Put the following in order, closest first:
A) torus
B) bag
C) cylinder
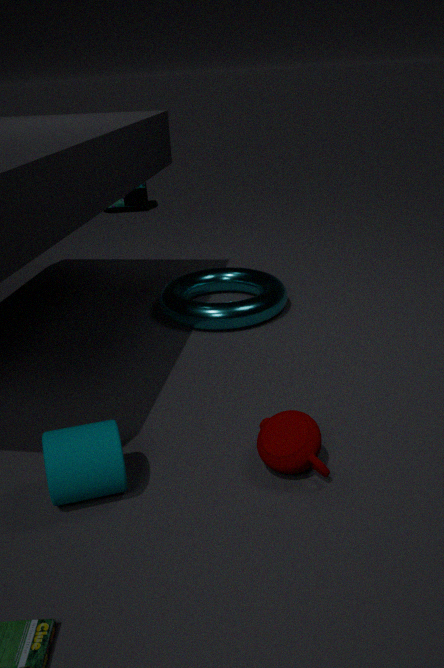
cylinder, torus, bag
